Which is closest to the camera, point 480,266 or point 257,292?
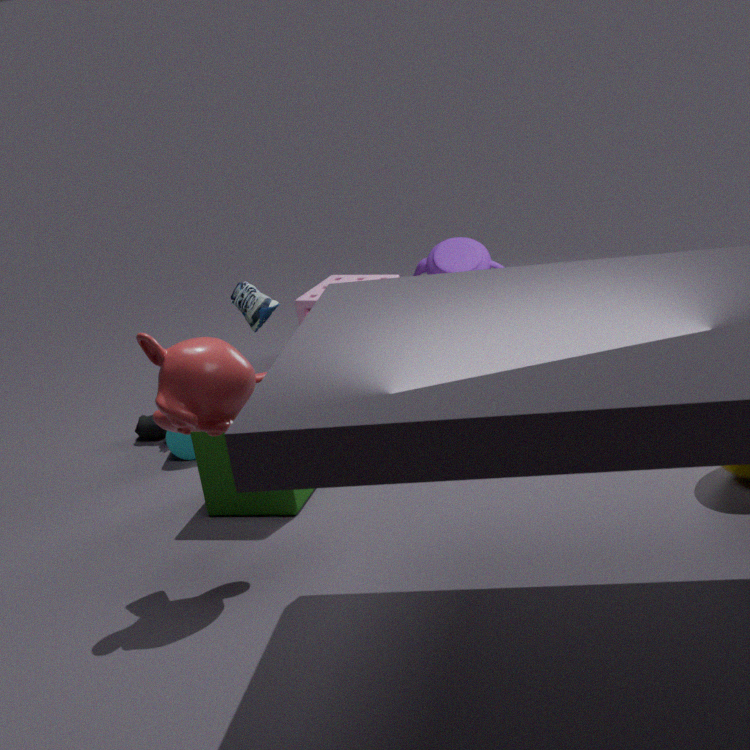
point 257,292
